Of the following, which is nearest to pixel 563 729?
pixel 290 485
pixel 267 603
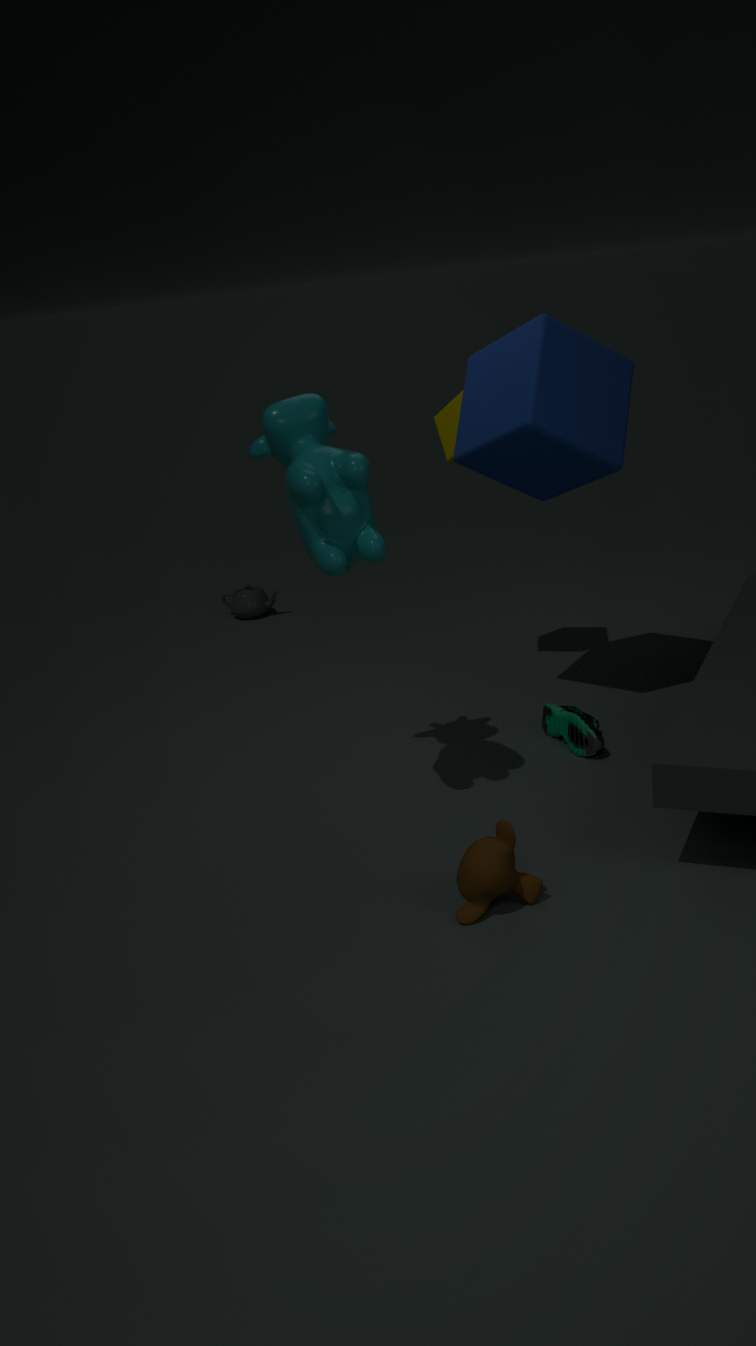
pixel 290 485
